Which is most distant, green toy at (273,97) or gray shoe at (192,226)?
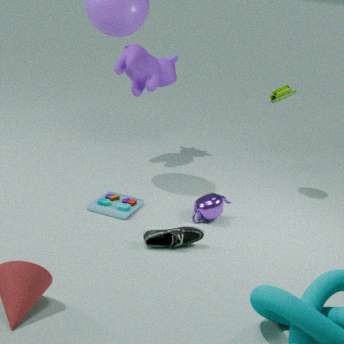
green toy at (273,97)
